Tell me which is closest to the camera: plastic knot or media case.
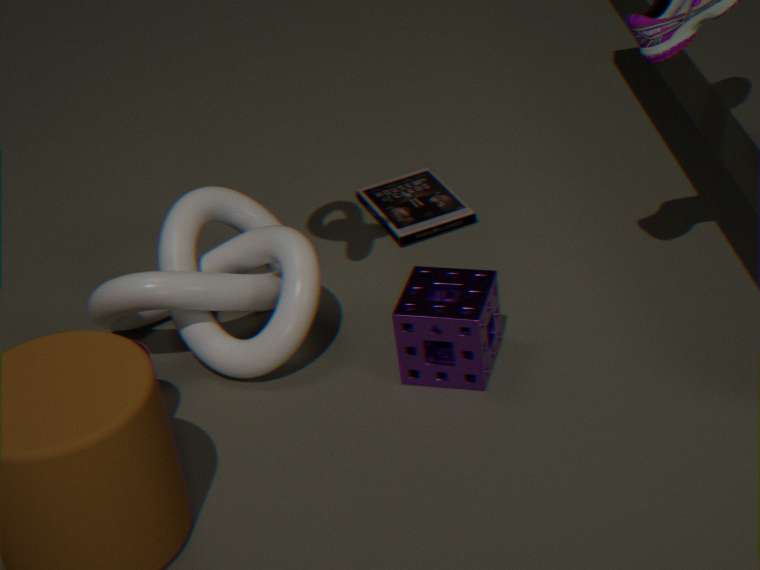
plastic knot
